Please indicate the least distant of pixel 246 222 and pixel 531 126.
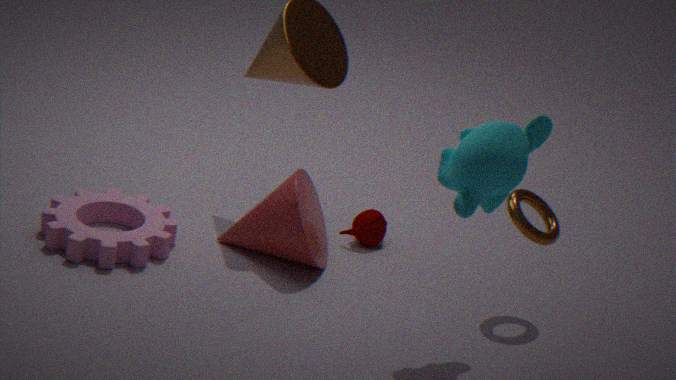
pixel 531 126
